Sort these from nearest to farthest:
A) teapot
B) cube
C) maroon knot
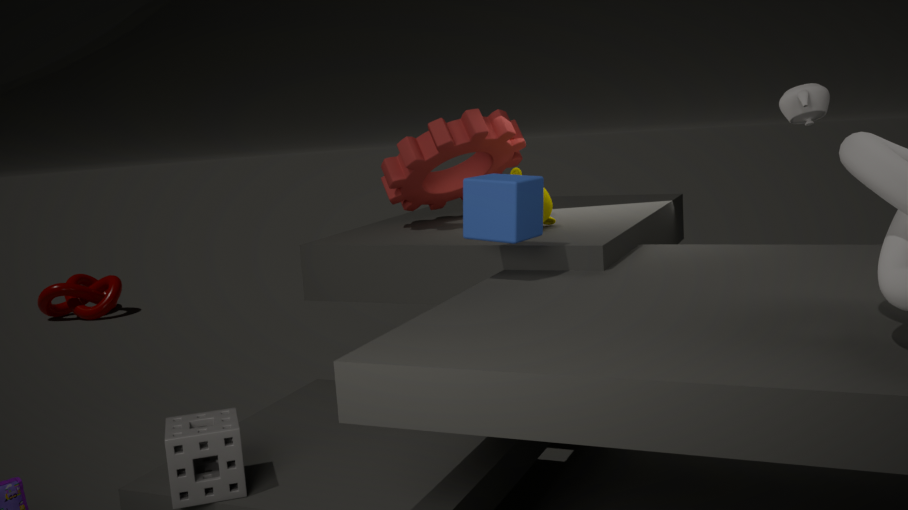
cube
teapot
maroon knot
